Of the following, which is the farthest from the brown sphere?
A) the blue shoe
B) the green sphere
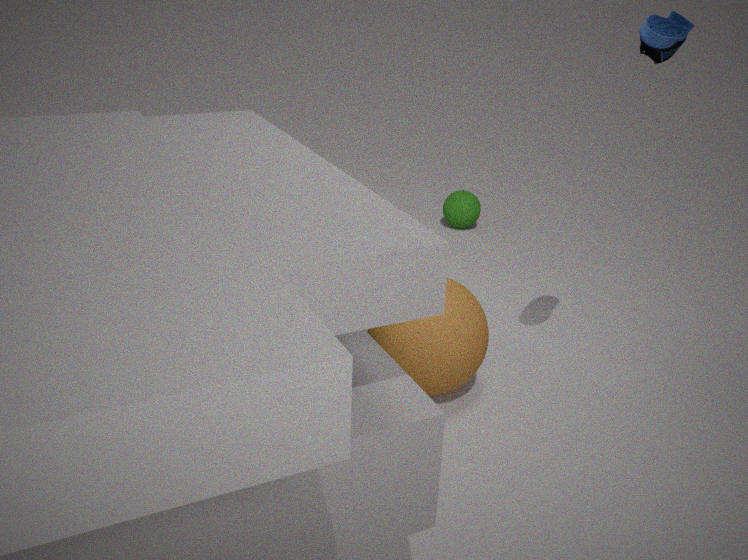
the green sphere
